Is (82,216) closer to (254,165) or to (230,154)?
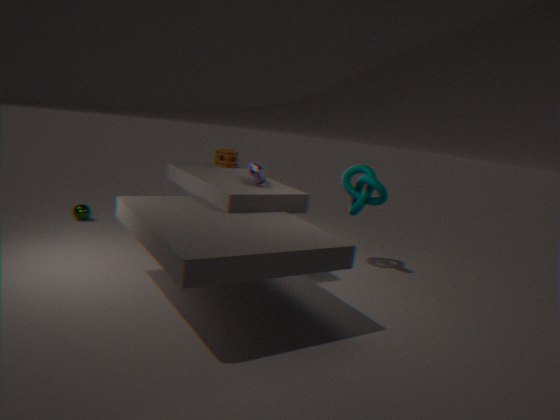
(230,154)
